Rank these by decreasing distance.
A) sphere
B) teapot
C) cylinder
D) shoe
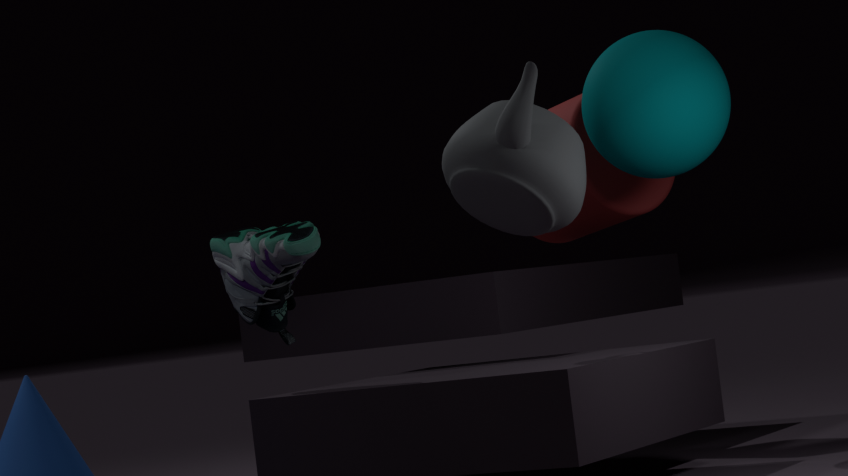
cylinder → sphere → shoe → teapot
